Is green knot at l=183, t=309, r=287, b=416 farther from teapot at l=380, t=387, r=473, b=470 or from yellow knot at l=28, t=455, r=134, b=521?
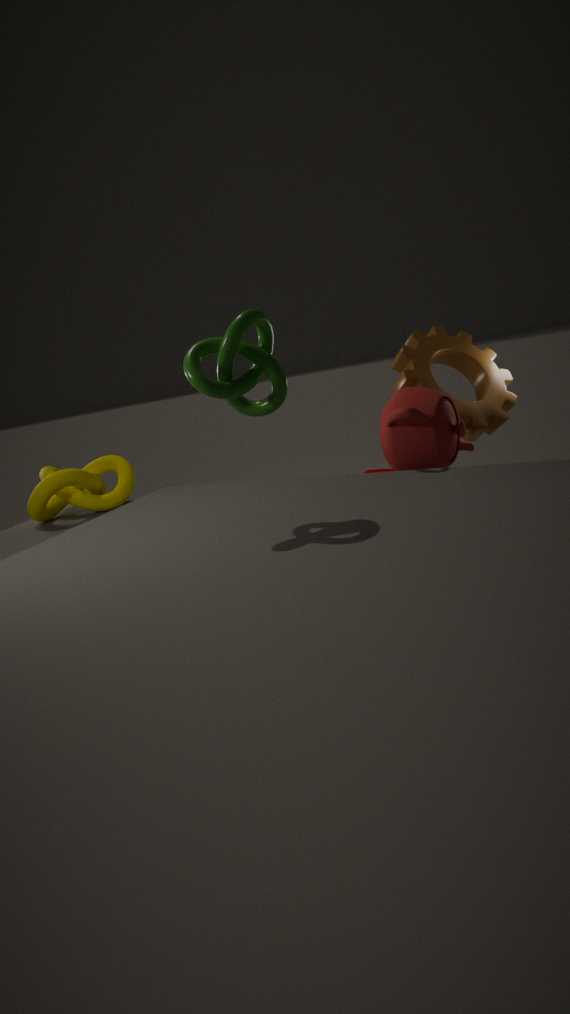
yellow knot at l=28, t=455, r=134, b=521
